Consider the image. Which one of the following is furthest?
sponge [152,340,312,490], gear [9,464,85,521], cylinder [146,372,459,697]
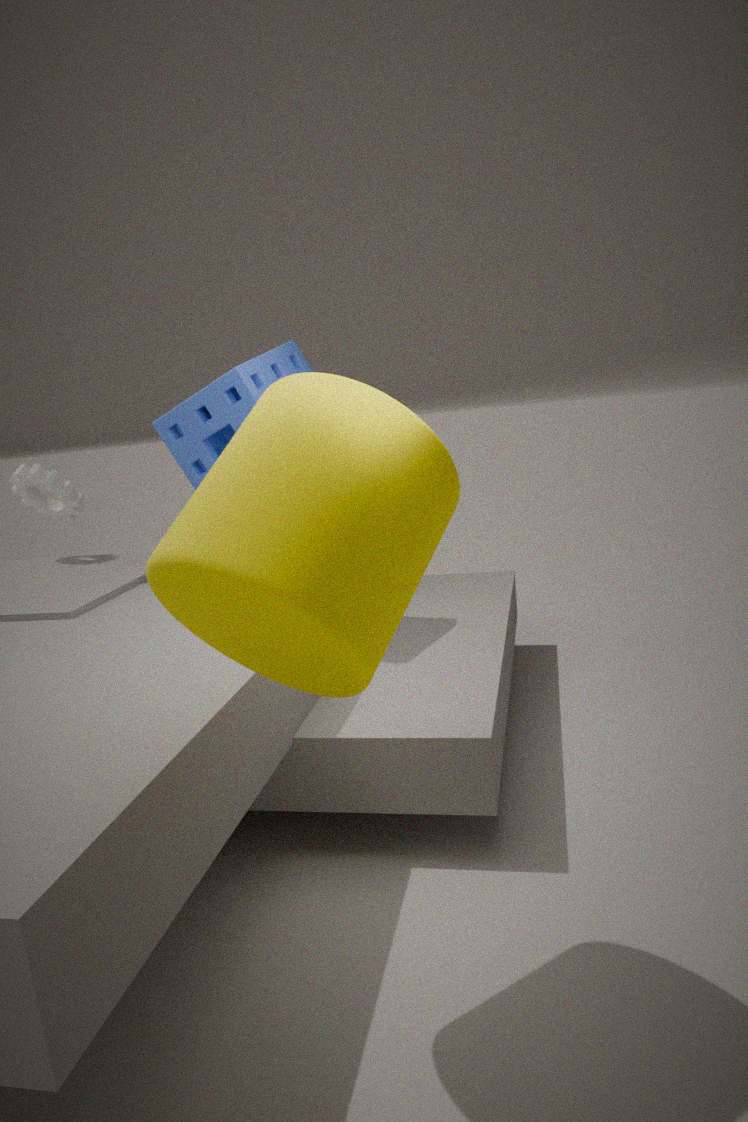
gear [9,464,85,521]
